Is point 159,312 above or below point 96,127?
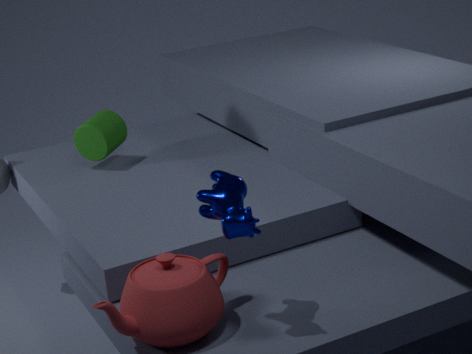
below
